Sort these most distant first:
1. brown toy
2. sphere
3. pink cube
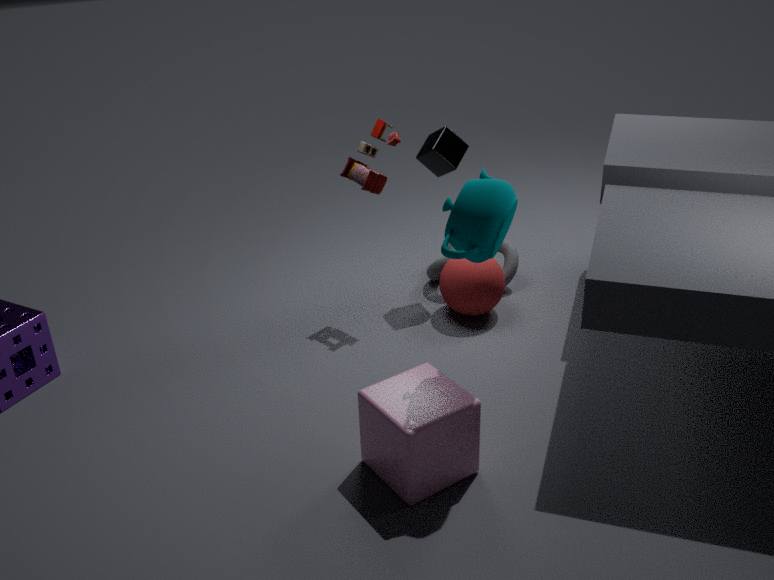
sphere < brown toy < pink cube
